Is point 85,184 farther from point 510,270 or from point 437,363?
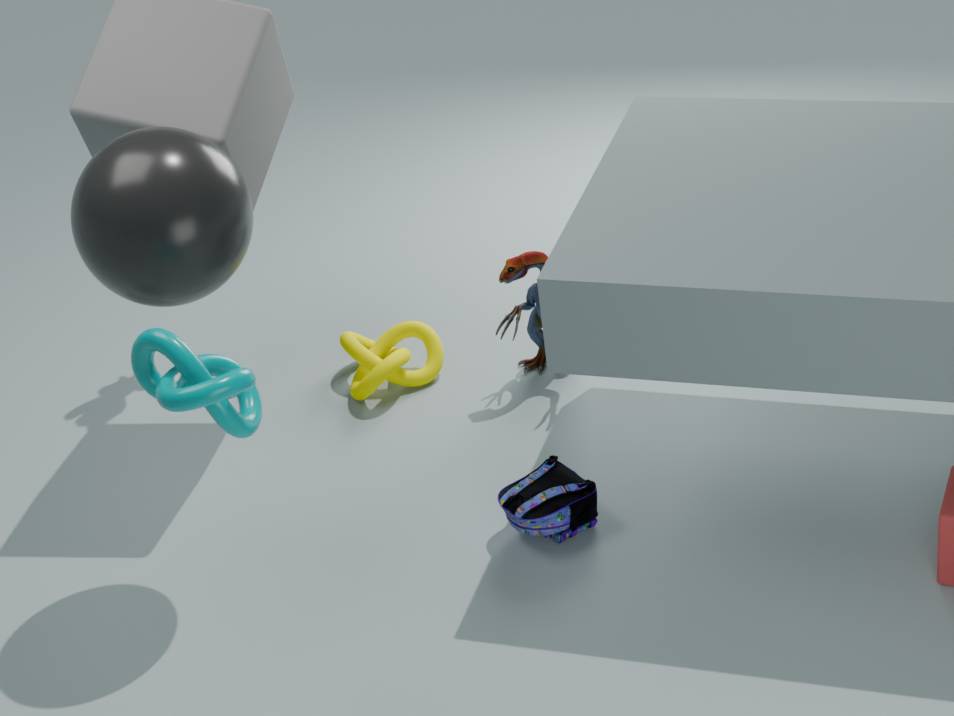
point 510,270
